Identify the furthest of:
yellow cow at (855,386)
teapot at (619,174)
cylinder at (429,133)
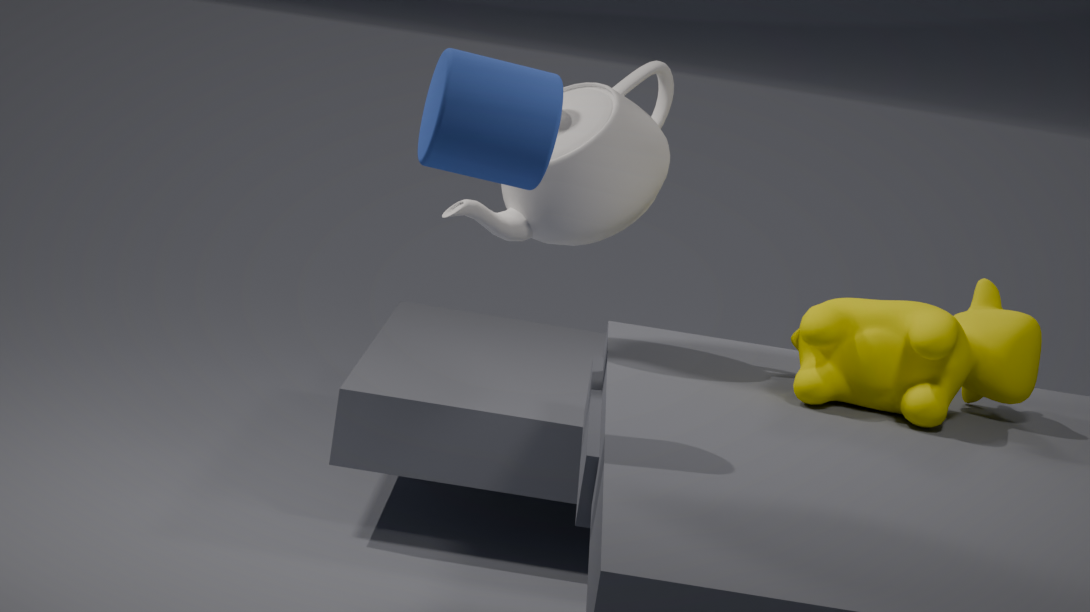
teapot at (619,174)
